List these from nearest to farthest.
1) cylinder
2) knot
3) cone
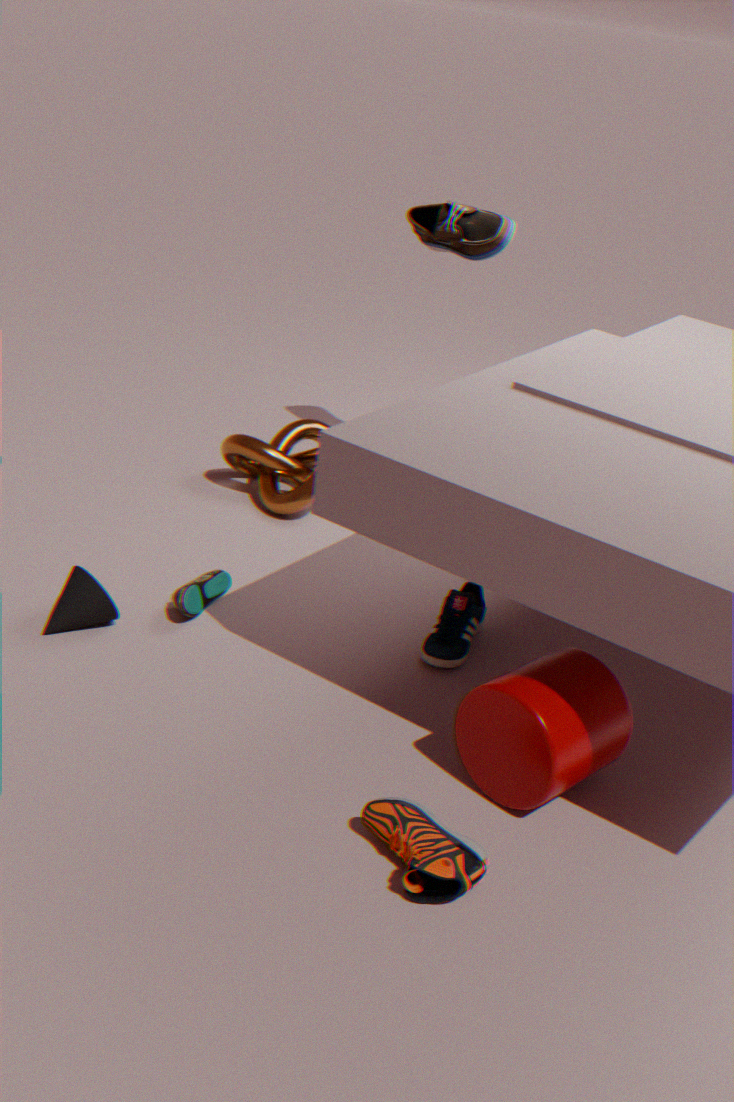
1. 1. cylinder
2. 3. cone
3. 2. knot
